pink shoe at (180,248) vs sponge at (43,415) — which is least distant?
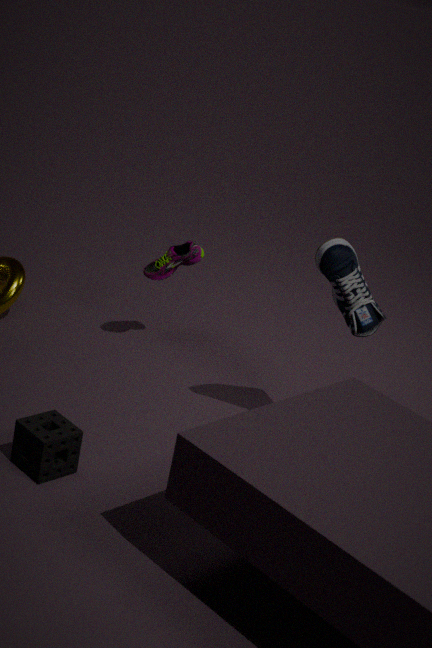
sponge at (43,415)
